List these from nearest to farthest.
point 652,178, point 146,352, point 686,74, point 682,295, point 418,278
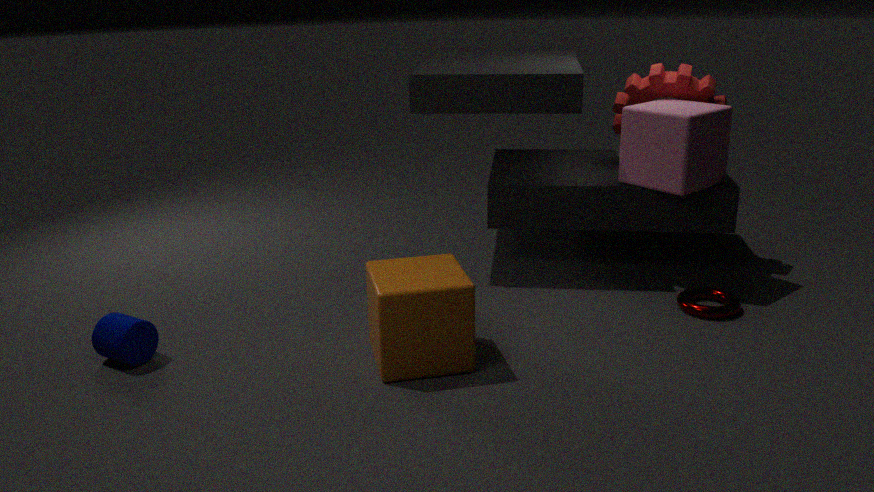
point 418,278 → point 146,352 → point 682,295 → point 652,178 → point 686,74
